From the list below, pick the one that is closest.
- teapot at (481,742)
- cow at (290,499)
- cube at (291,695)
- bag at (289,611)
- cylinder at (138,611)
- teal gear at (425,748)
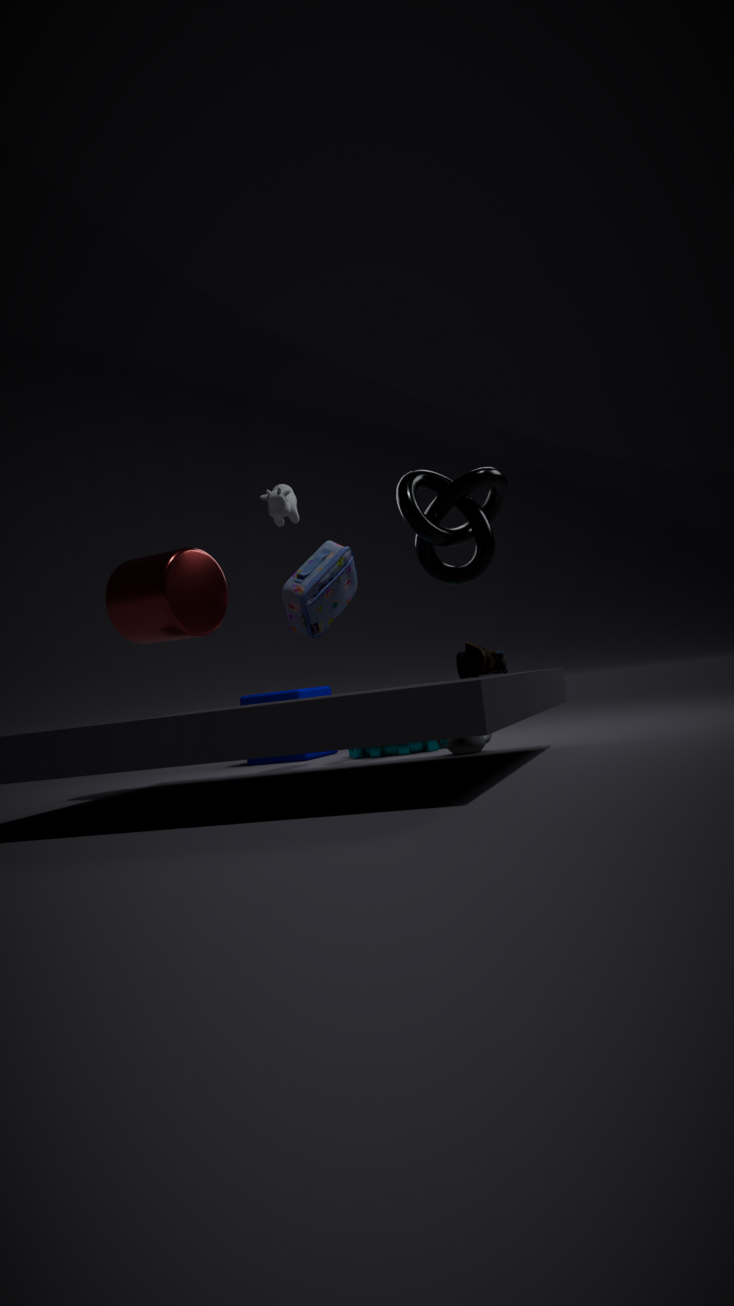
cow at (290,499)
